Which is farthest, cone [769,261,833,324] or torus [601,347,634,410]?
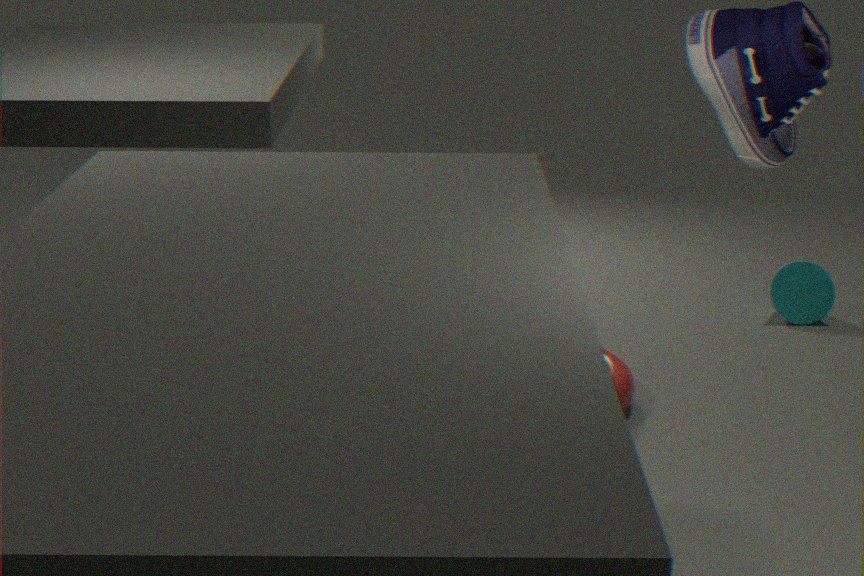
cone [769,261,833,324]
